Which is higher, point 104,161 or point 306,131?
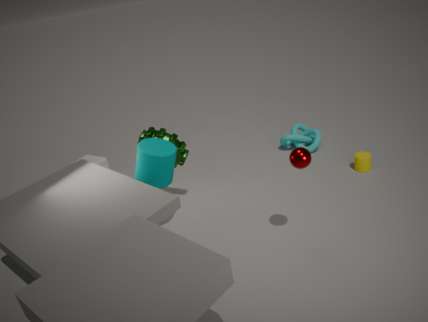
point 104,161
